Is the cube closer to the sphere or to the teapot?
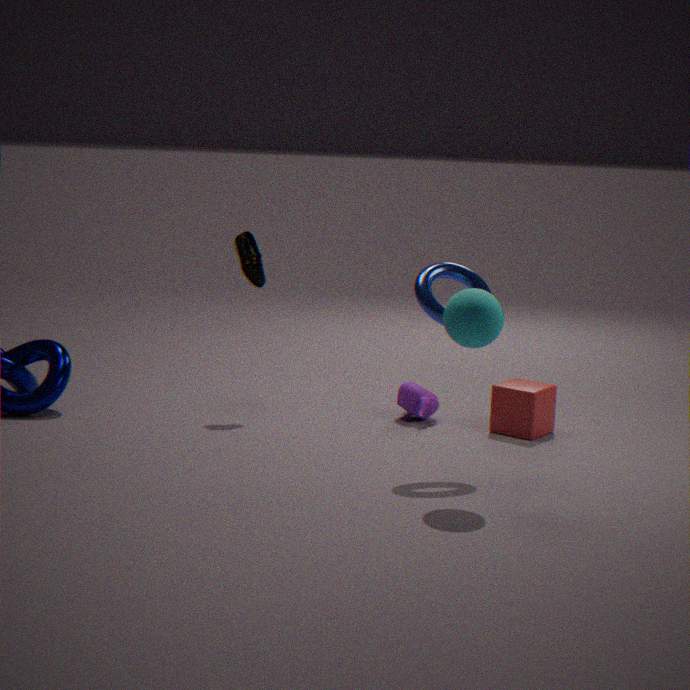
the teapot
